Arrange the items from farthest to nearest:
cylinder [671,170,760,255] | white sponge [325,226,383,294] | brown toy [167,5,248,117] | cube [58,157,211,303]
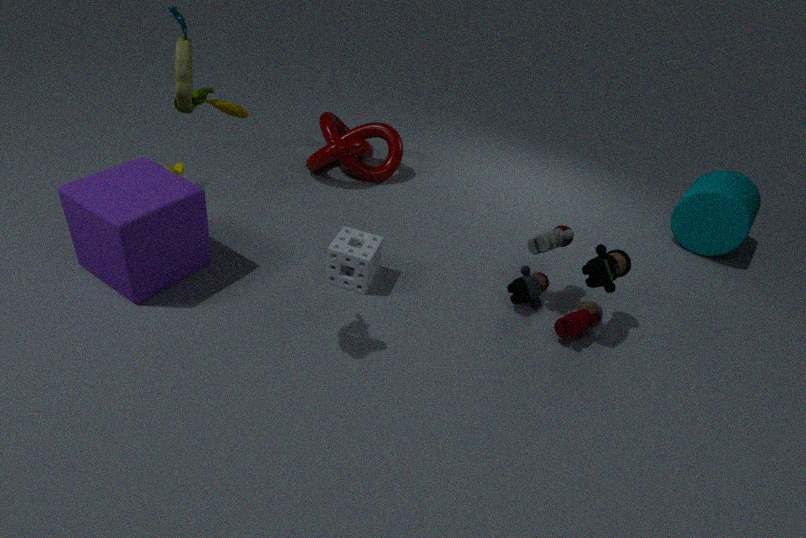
1. cylinder [671,170,760,255]
2. white sponge [325,226,383,294]
3. cube [58,157,211,303]
4. brown toy [167,5,248,117]
